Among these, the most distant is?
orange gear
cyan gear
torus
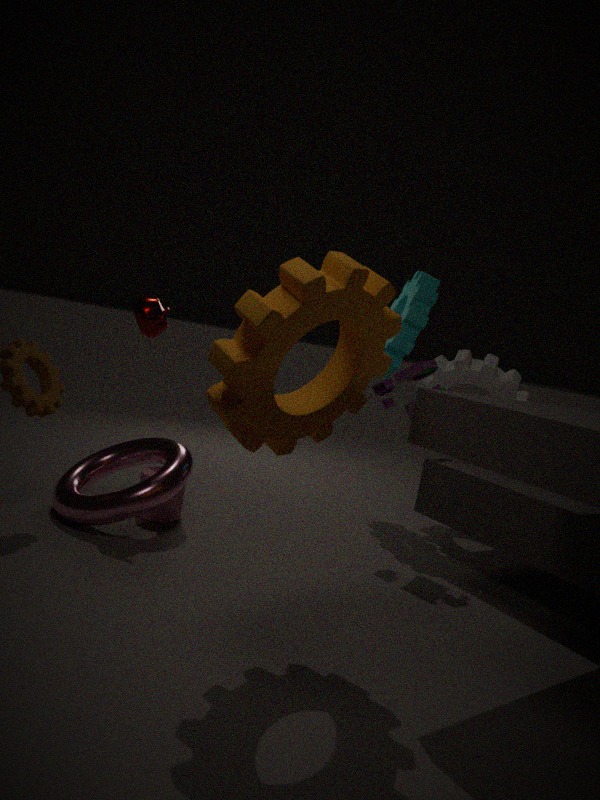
cyan gear
